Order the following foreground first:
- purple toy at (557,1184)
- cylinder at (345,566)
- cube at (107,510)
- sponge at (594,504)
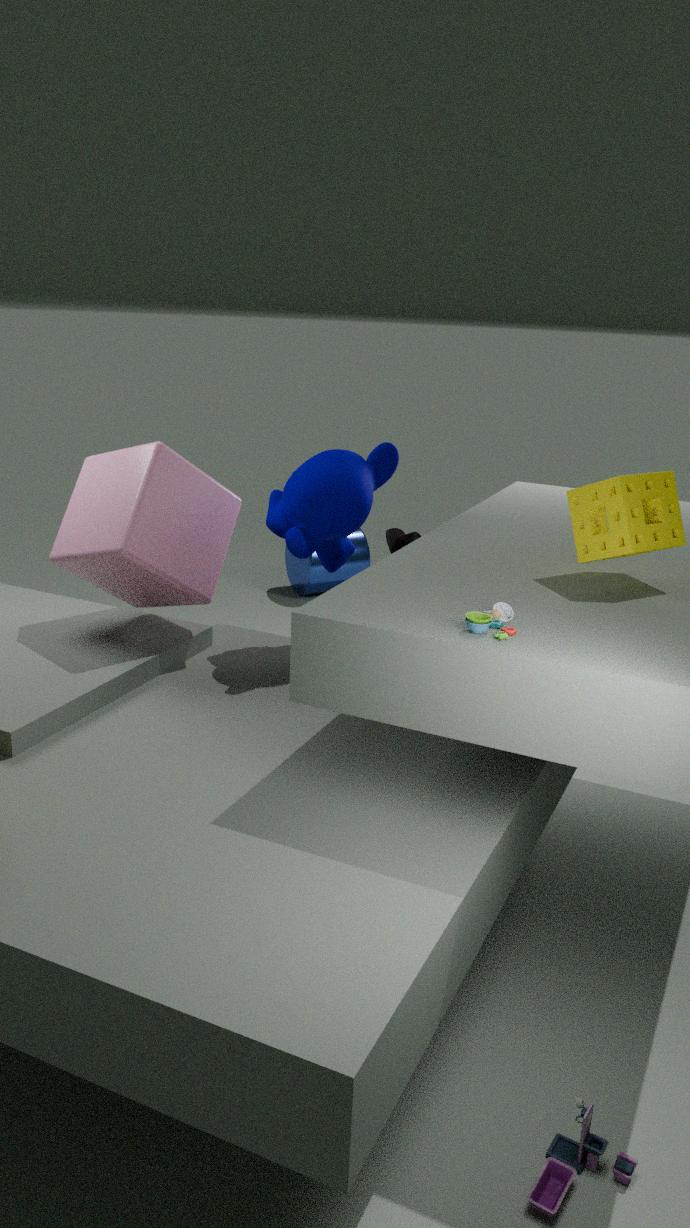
1. purple toy at (557,1184)
2. sponge at (594,504)
3. cube at (107,510)
4. cylinder at (345,566)
